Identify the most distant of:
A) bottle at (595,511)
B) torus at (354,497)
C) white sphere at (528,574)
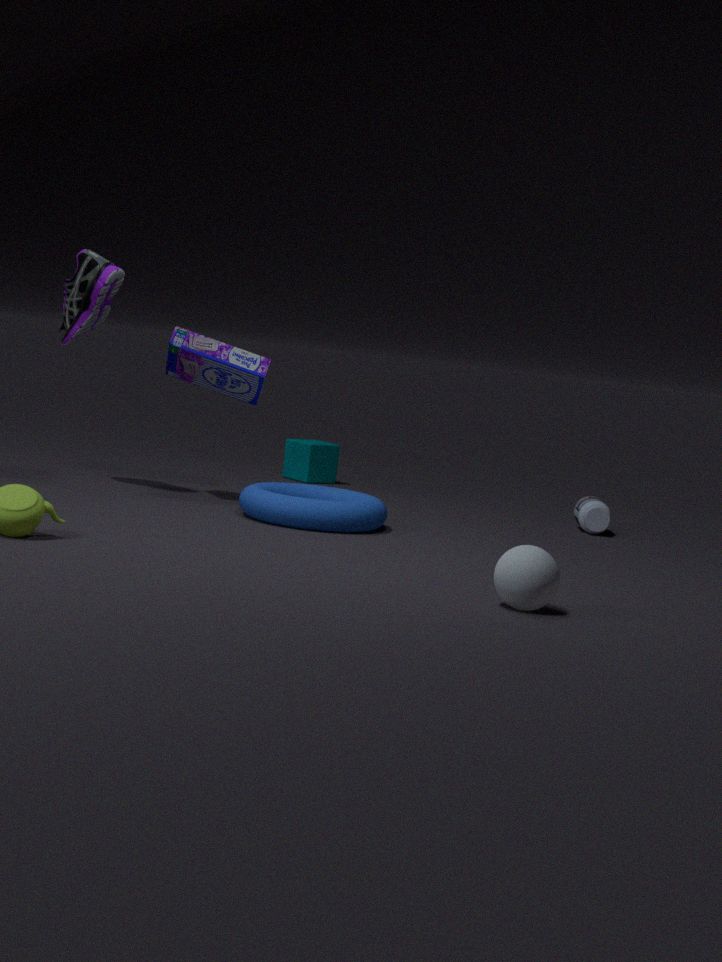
bottle at (595,511)
